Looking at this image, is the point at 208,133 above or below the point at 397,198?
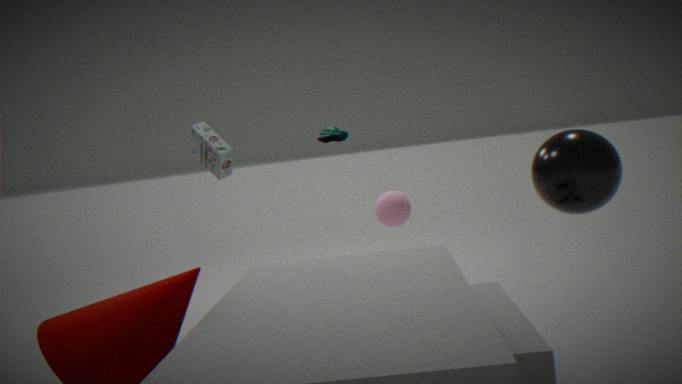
above
